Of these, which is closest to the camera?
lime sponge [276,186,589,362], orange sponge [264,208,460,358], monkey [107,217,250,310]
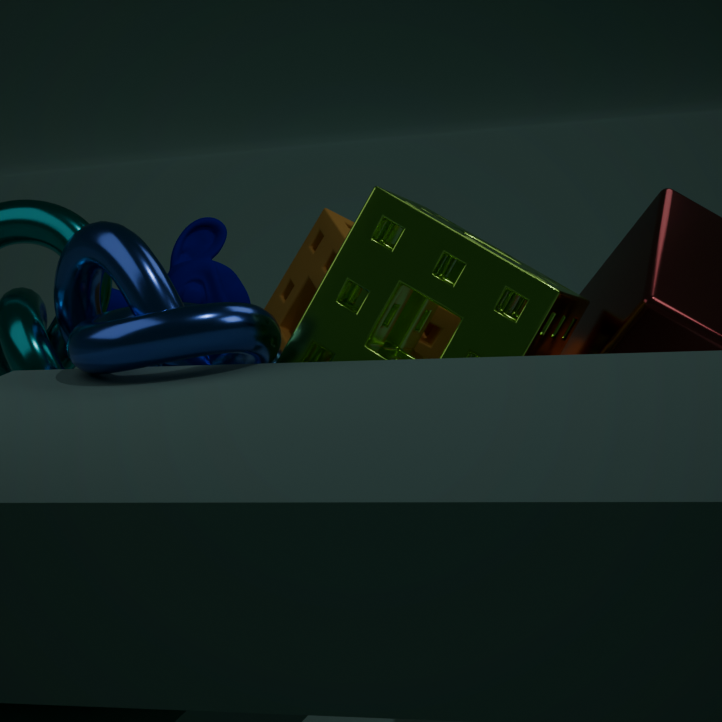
lime sponge [276,186,589,362]
